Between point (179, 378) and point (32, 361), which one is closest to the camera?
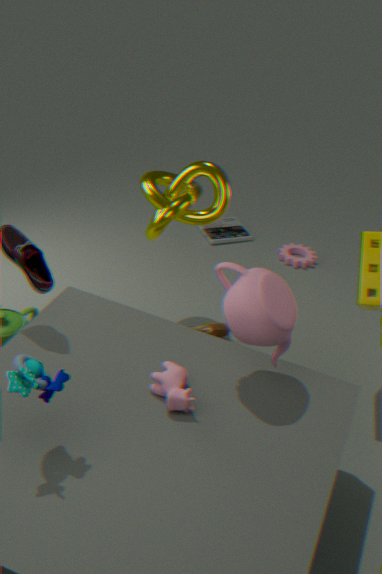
point (32, 361)
